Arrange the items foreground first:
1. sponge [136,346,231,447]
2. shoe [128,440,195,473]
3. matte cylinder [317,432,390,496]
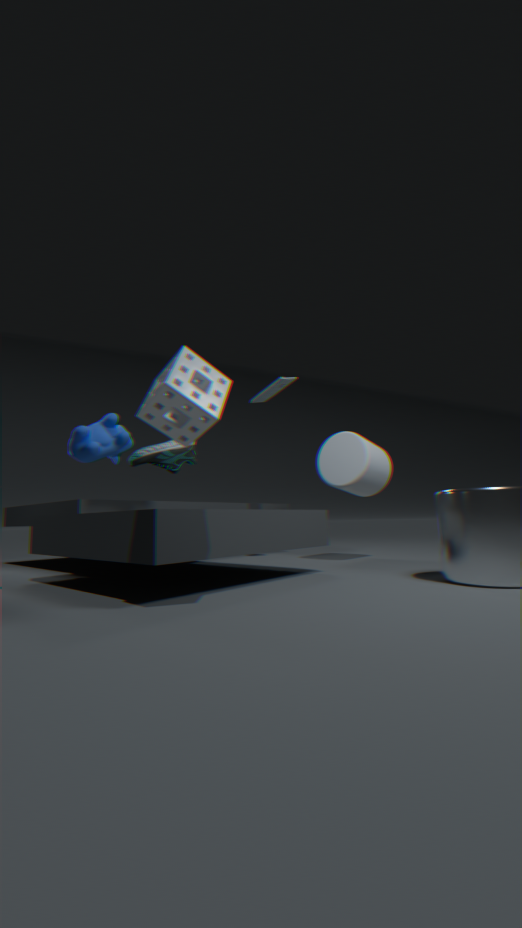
sponge [136,346,231,447]
shoe [128,440,195,473]
matte cylinder [317,432,390,496]
